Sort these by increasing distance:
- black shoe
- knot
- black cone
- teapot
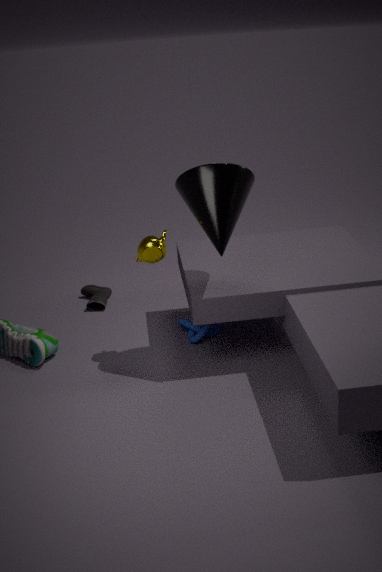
black cone, teapot, knot, black shoe
